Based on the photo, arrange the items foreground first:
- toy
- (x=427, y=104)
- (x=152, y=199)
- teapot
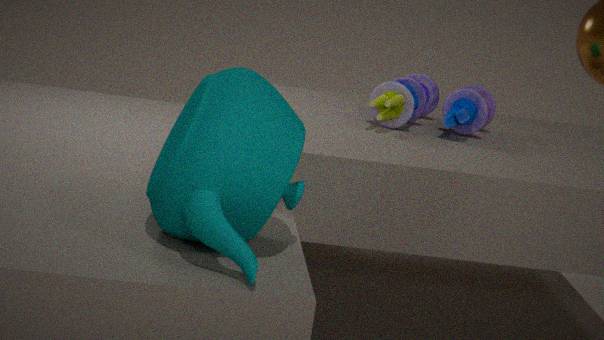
teapot, toy, (x=152, y=199), (x=427, y=104)
